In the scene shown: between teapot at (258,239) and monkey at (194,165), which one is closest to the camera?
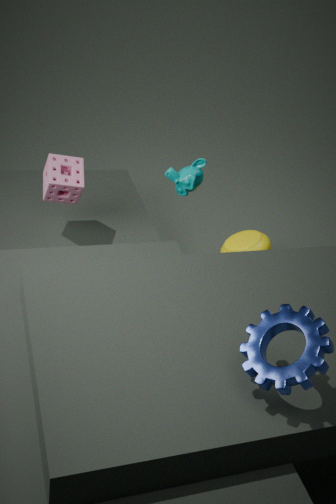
monkey at (194,165)
